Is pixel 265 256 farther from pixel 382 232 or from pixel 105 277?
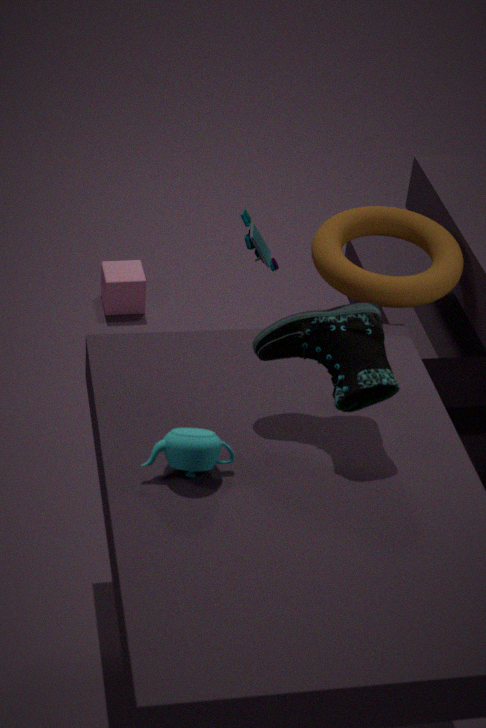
pixel 105 277
